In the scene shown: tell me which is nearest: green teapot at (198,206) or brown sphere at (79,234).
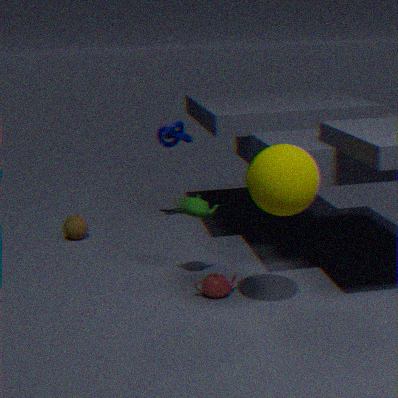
green teapot at (198,206)
